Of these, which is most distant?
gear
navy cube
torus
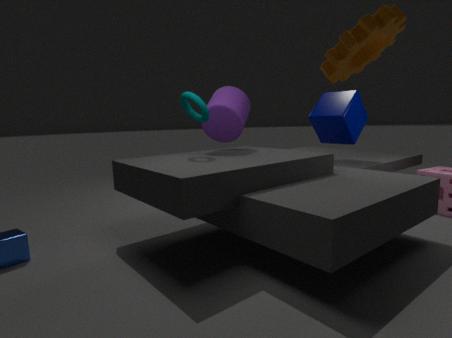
navy cube
